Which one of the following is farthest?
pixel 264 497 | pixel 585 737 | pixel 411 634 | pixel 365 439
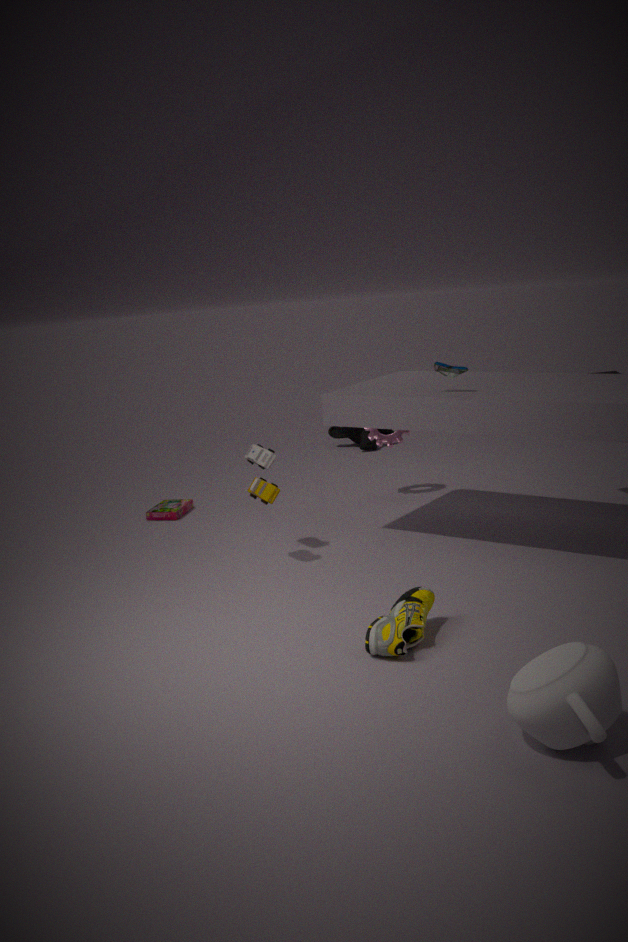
pixel 365 439
